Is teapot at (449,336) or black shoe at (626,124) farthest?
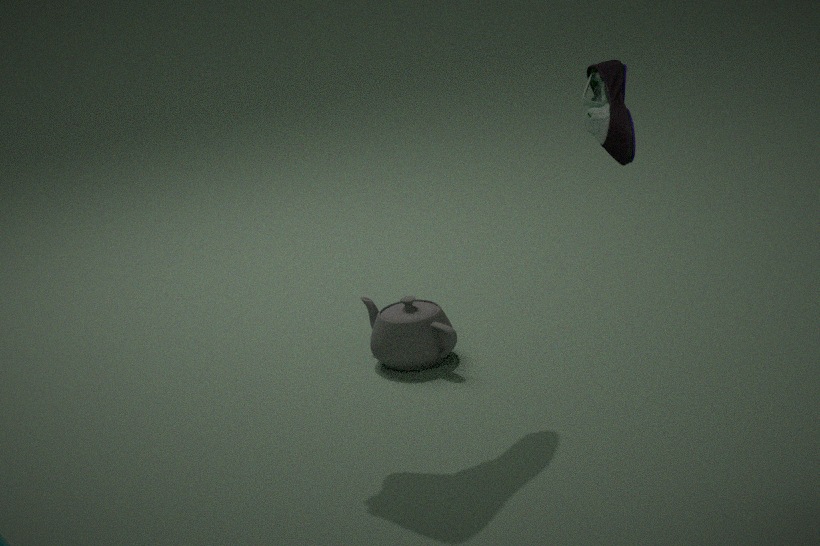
teapot at (449,336)
